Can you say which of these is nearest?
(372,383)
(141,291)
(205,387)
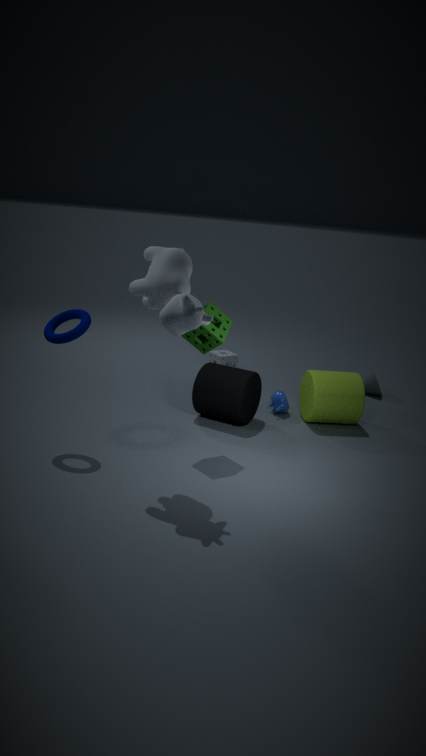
(141,291)
